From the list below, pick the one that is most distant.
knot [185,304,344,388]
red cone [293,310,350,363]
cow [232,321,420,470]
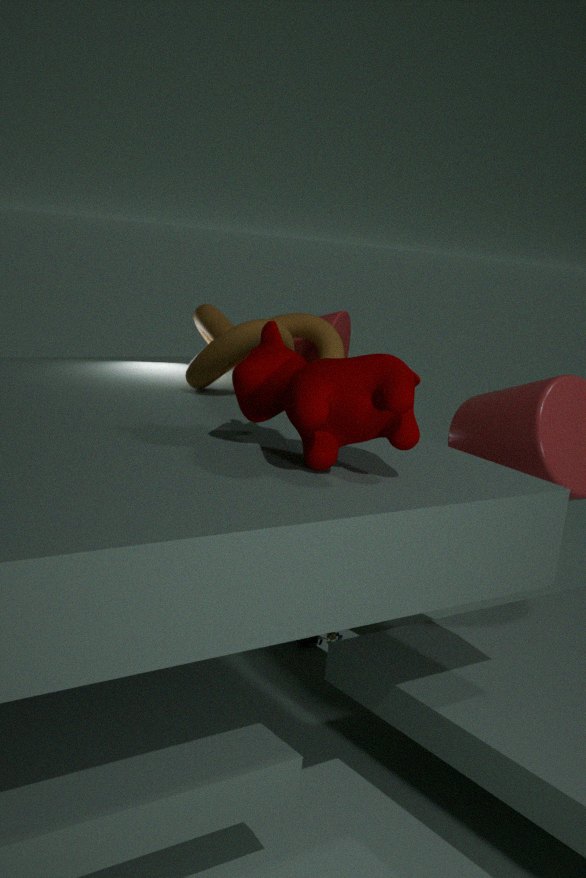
red cone [293,310,350,363]
